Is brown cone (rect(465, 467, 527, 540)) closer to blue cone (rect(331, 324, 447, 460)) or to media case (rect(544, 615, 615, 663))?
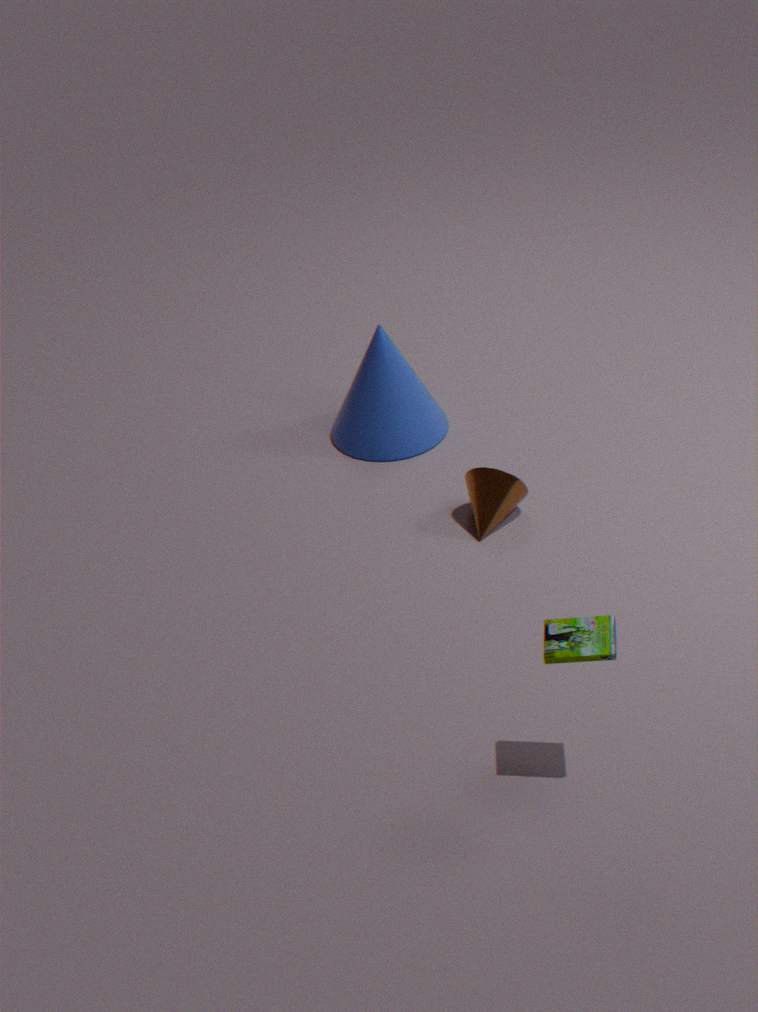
blue cone (rect(331, 324, 447, 460))
